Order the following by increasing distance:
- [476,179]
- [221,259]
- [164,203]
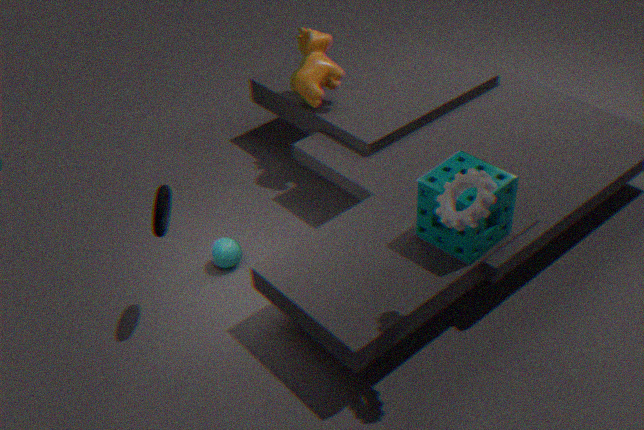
[476,179]
[164,203]
[221,259]
